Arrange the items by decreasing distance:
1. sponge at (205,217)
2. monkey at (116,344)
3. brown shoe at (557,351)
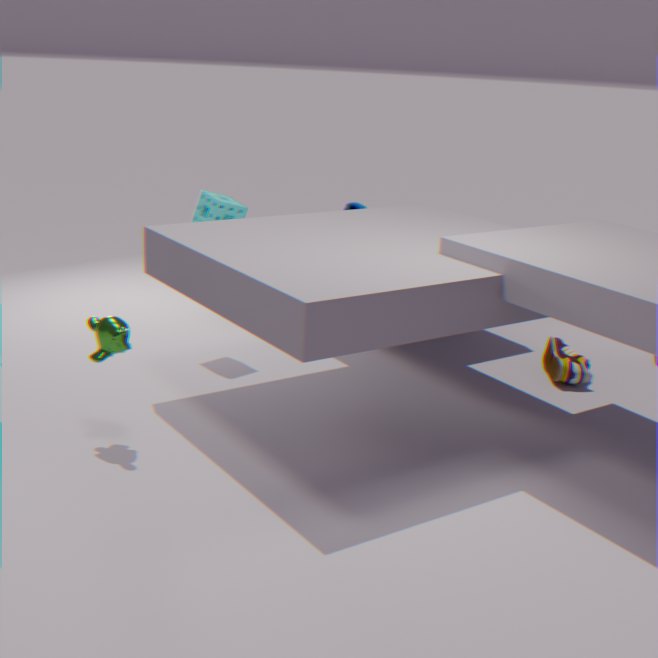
sponge at (205,217) < brown shoe at (557,351) < monkey at (116,344)
